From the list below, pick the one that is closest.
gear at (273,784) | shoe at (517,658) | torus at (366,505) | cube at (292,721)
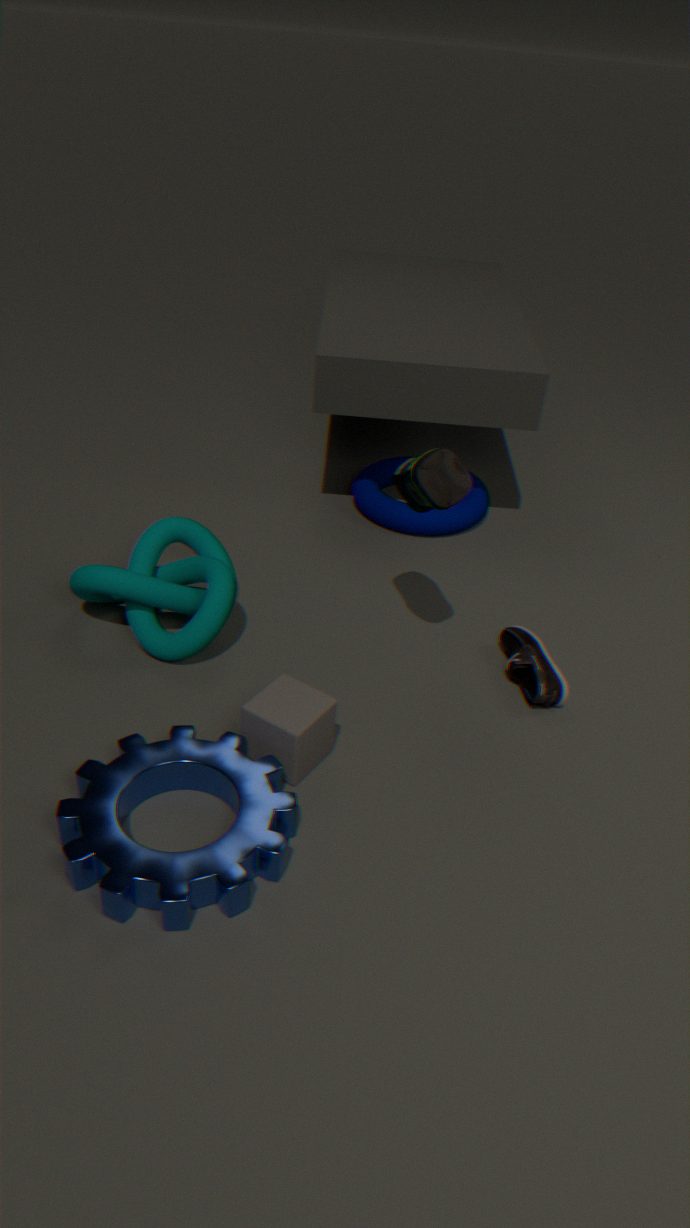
gear at (273,784)
